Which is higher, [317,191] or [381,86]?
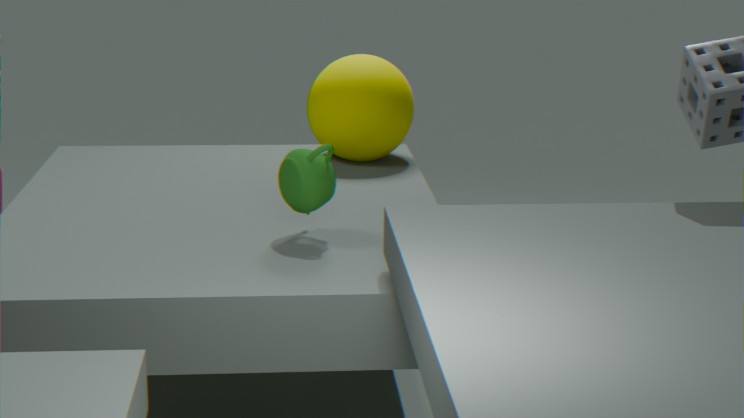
[381,86]
